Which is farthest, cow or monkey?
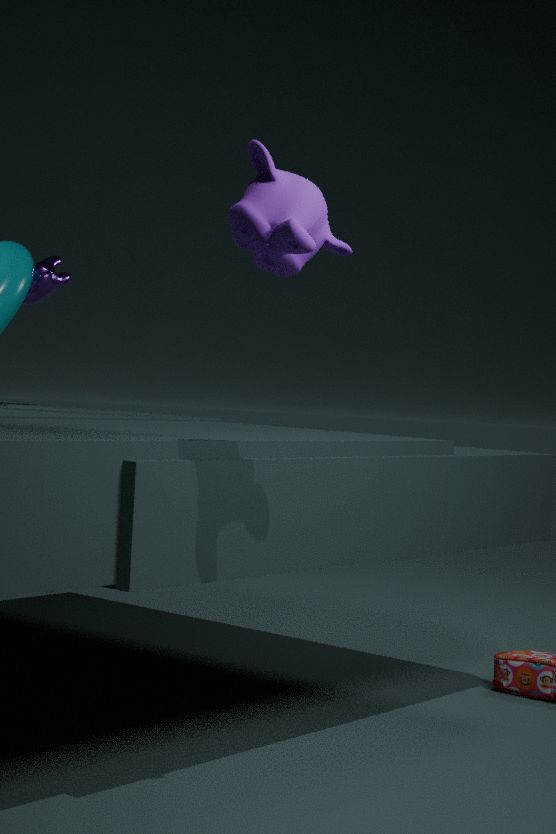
cow
